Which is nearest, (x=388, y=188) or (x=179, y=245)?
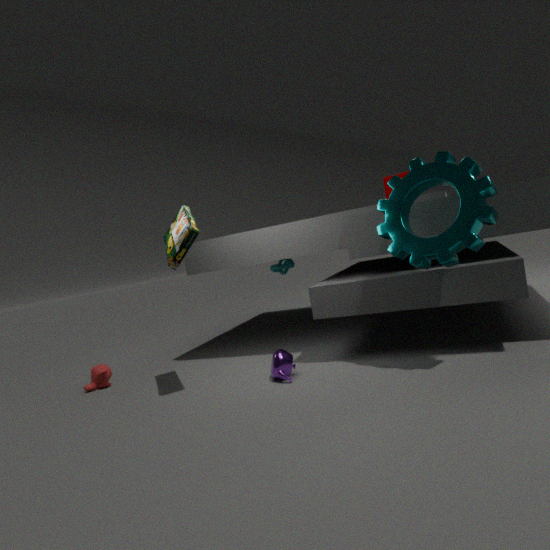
(x=179, y=245)
